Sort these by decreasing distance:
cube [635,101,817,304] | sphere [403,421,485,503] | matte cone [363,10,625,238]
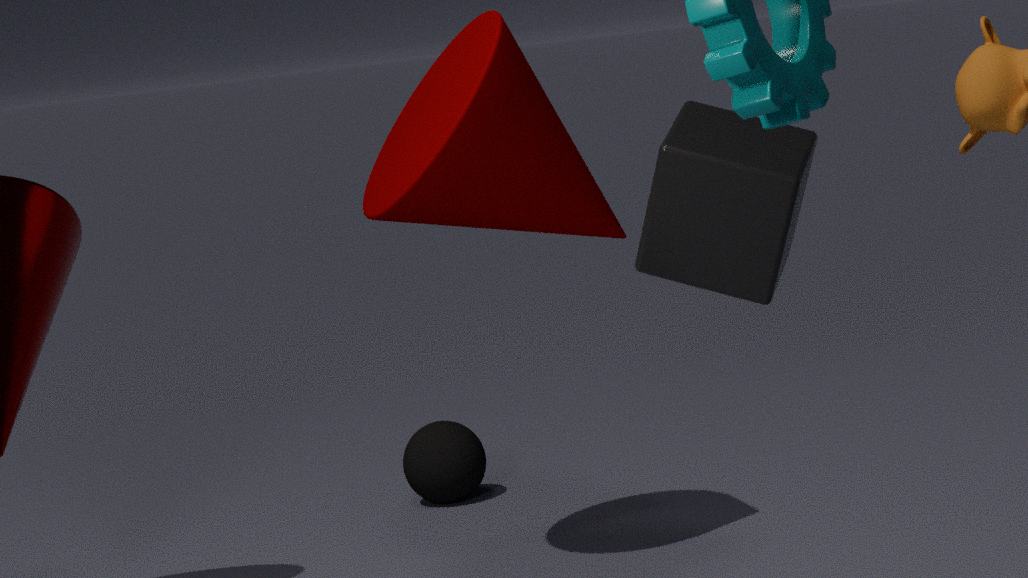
sphere [403,421,485,503] < matte cone [363,10,625,238] < cube [635,101,817,304]
